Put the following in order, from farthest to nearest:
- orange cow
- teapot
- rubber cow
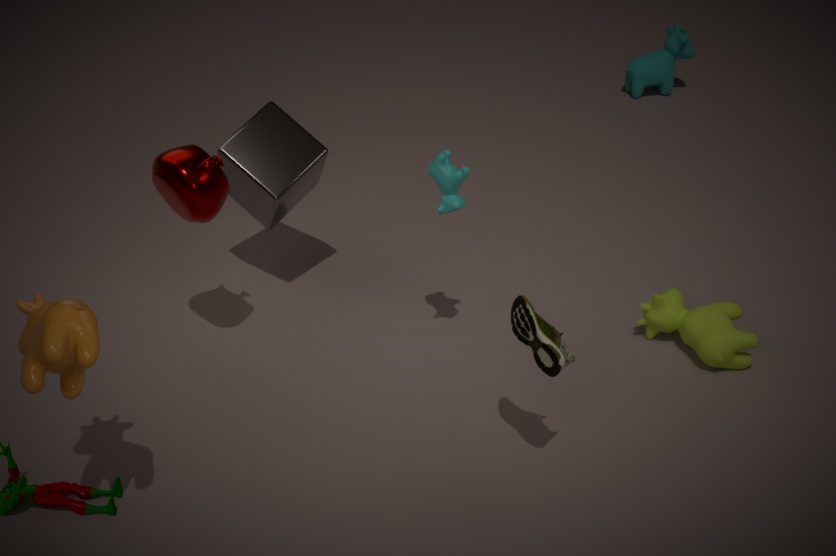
rubber cow → teapot → orange cow
